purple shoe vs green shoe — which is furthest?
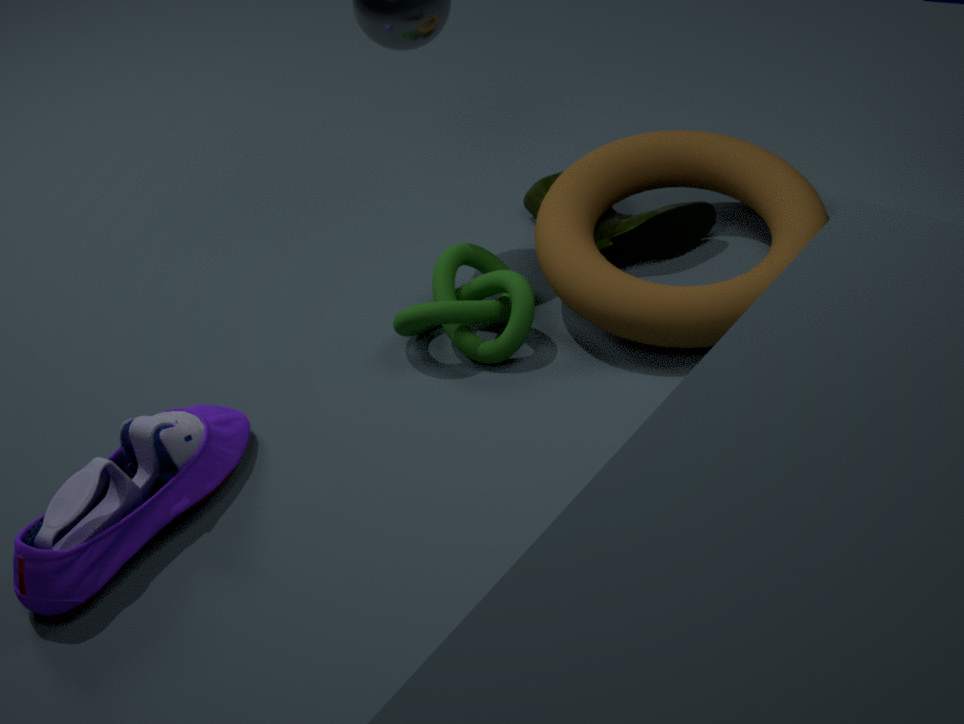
green shoe
